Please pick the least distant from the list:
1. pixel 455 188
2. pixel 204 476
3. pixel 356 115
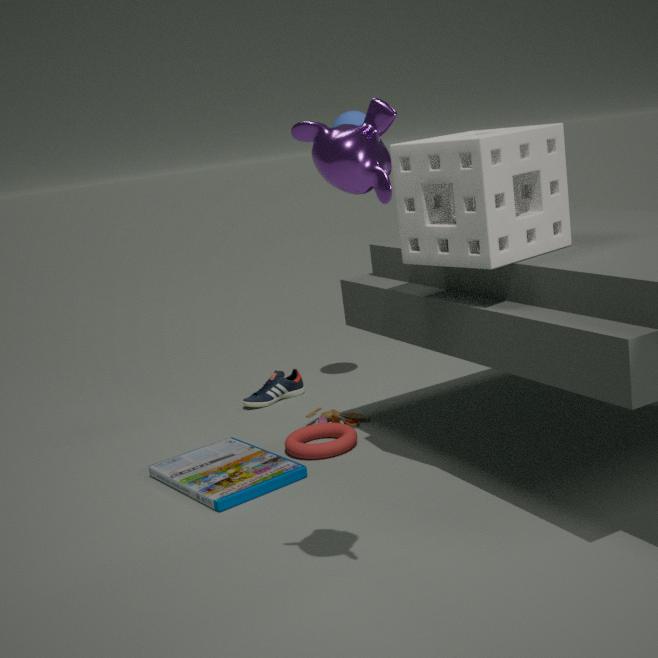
pixel 455 188
